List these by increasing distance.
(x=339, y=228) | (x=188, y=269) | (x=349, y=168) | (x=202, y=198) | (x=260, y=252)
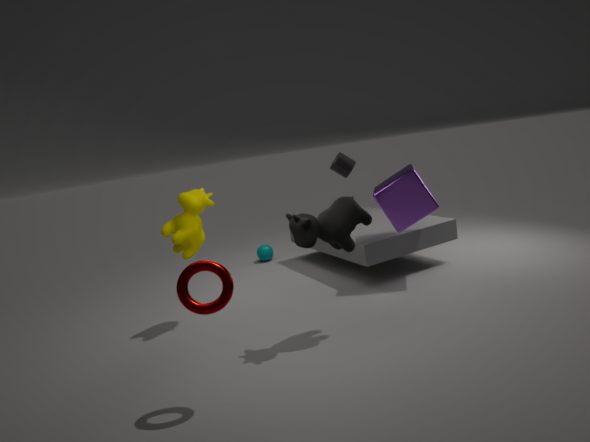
1. (x=188, y=269)
2. (x=339, y=228)
3. (x=202, y=198)
4. (x=349, y=168)
5. (x=260, y=252)
